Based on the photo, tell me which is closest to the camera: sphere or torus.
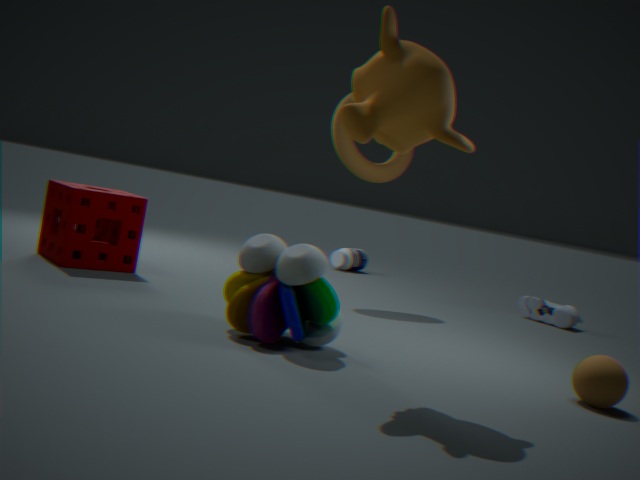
sphere
